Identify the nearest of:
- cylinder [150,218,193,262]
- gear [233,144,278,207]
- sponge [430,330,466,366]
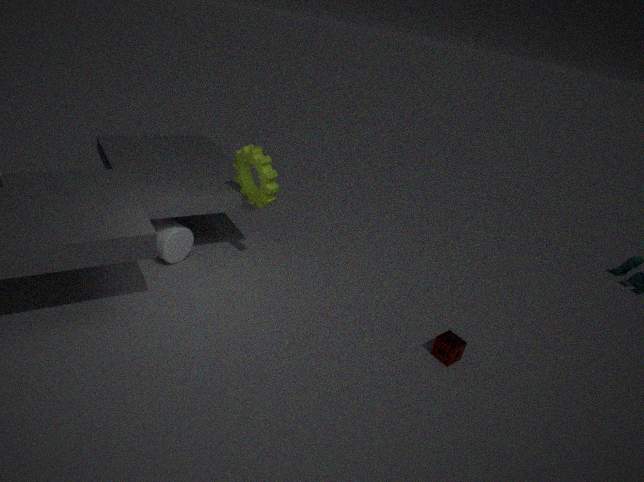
sponge [430,330,466,366]
